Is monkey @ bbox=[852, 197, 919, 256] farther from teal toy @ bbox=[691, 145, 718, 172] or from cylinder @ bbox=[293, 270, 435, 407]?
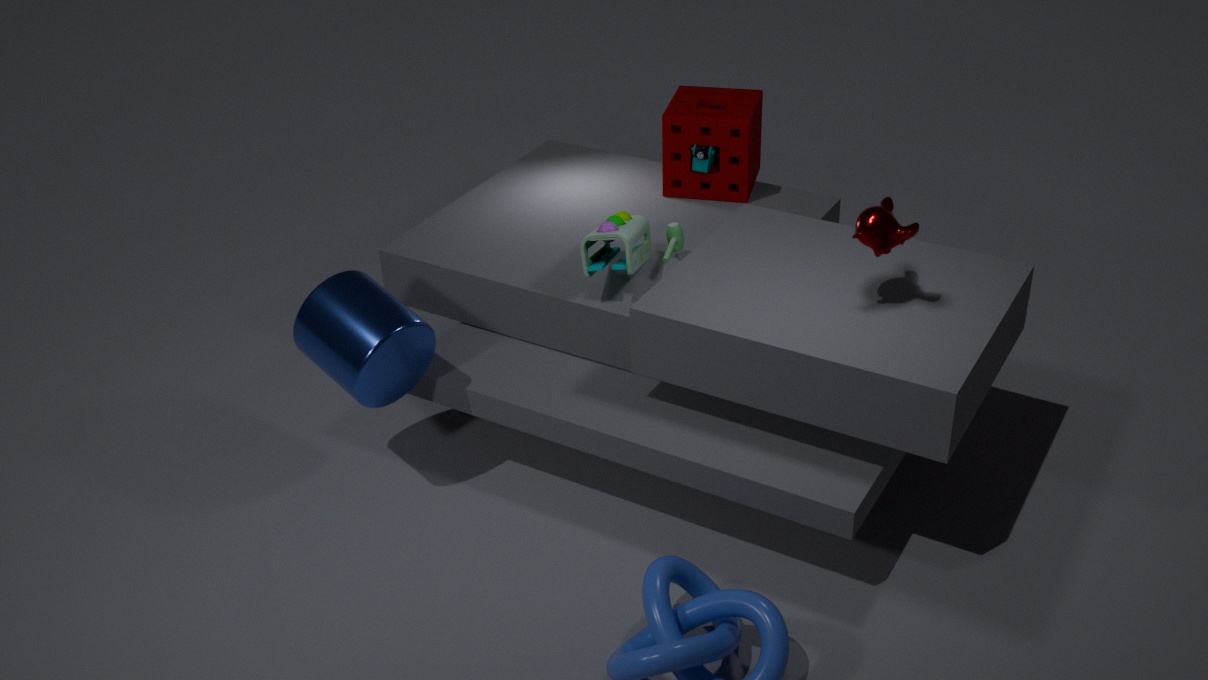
cylinder @ bbox=[293, 270, 435, 407]
